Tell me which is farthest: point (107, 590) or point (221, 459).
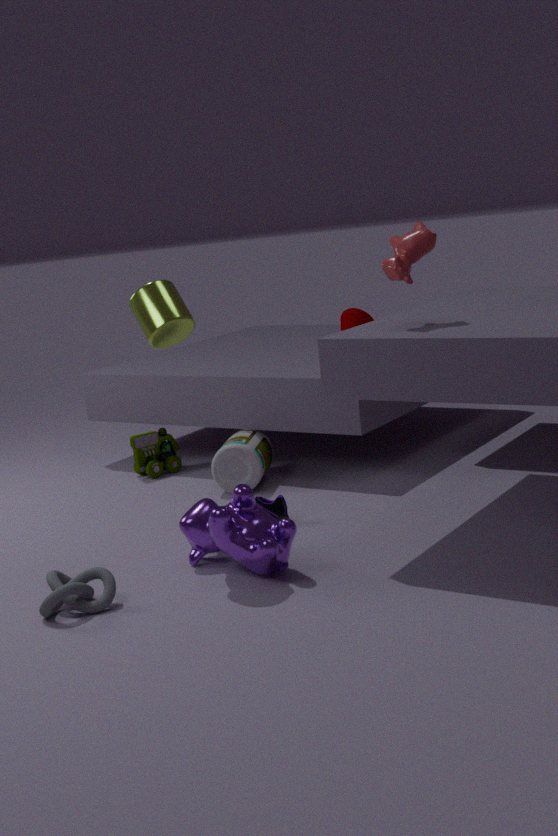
point (221, 459)
